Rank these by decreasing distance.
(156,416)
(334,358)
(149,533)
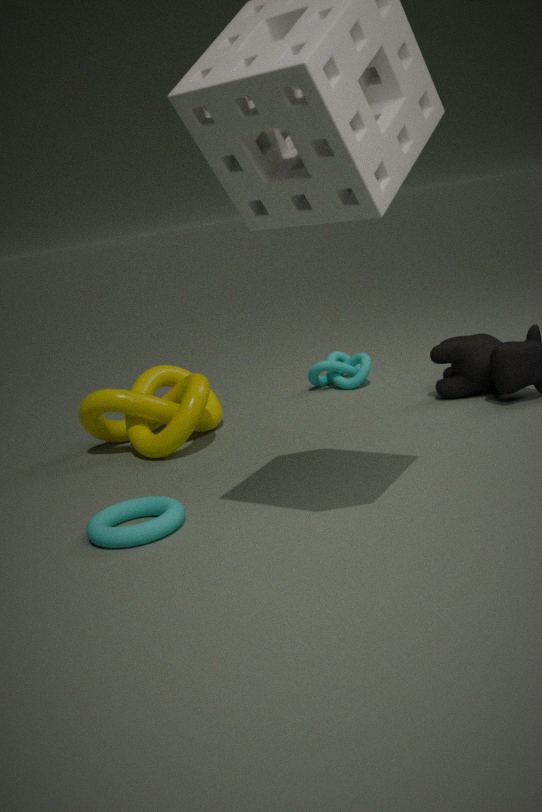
(334,358), (156,416), (149,533)
